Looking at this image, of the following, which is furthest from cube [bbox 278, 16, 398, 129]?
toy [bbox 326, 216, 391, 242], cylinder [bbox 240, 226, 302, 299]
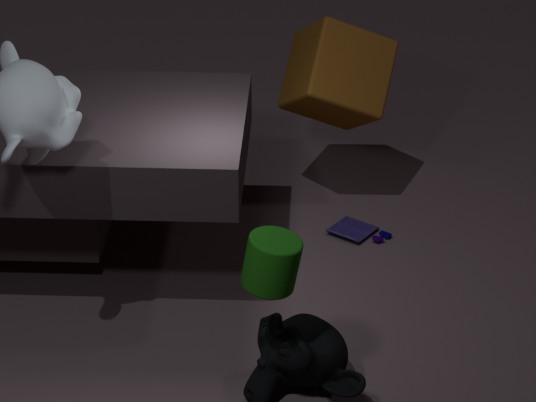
cylinder [bbox 240, 226, 302, 299]
